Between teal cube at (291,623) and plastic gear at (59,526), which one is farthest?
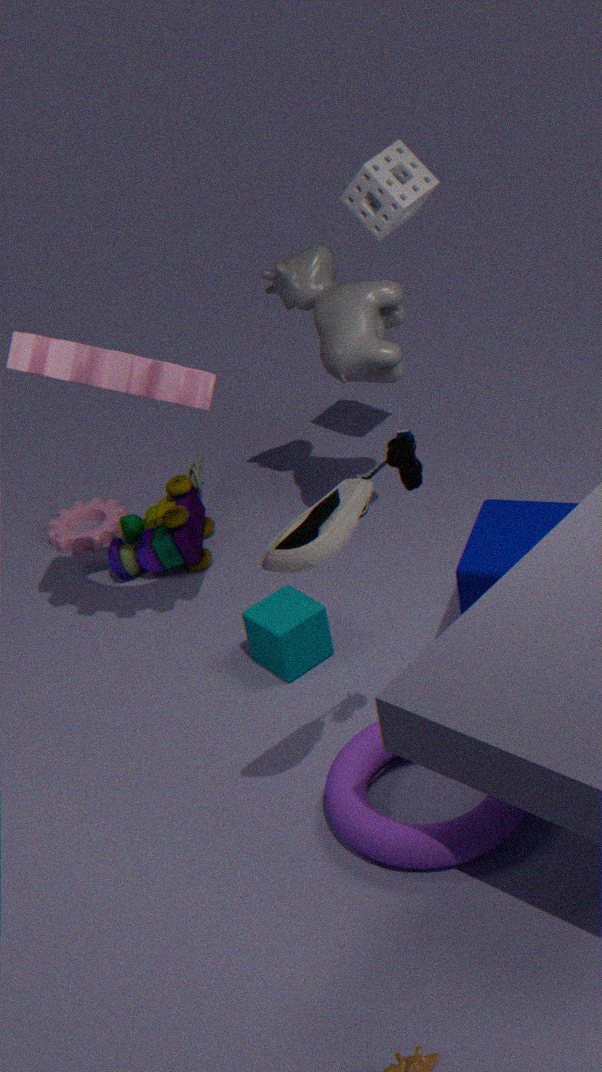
plastic gear at (59,526)
